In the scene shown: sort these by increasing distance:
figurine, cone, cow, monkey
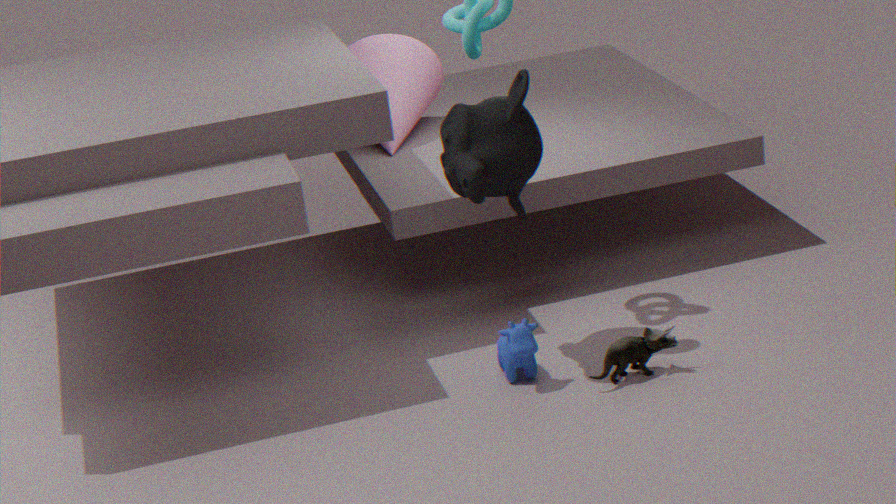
monkey < figurine < cow < cone
